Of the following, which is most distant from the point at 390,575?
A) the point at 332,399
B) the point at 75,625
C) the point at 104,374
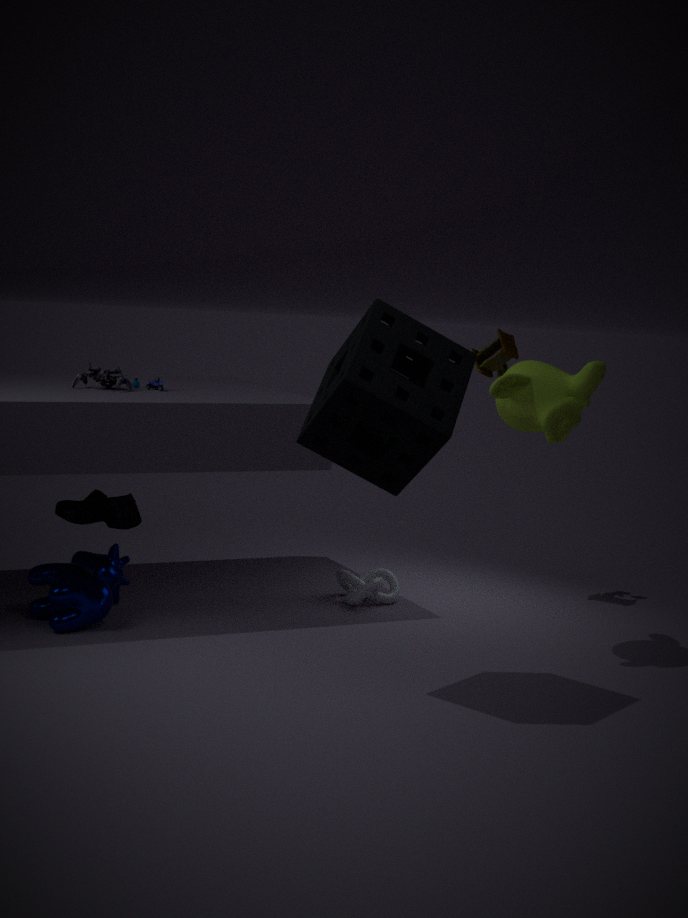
the point at 332,399
